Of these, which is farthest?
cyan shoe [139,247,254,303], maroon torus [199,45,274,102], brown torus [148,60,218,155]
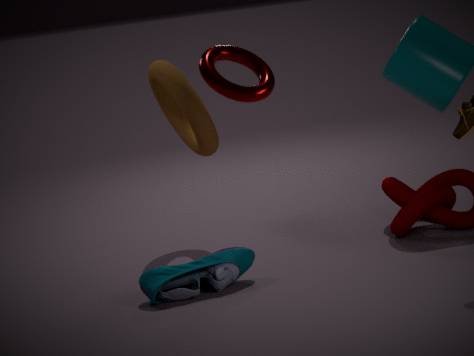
brown torus [148,60,218,155]
